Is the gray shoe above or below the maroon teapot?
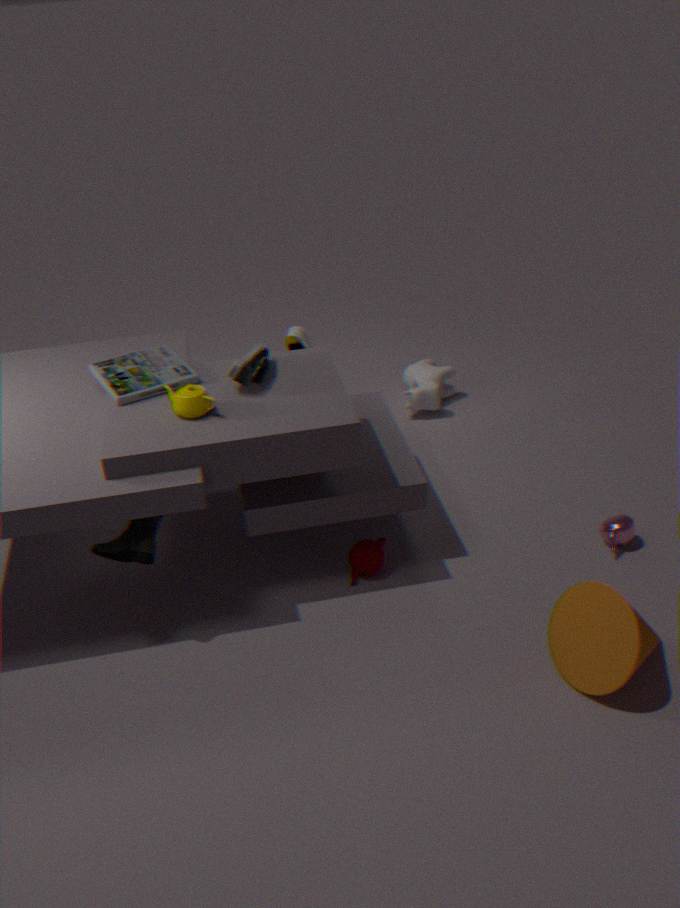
above
